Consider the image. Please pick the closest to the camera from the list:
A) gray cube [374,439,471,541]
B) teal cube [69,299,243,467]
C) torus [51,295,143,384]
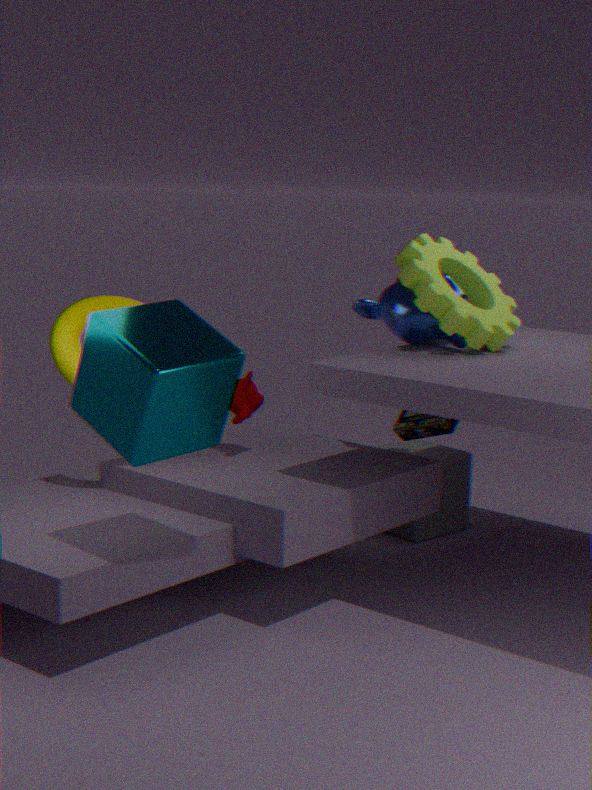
teal cube [69,299,243,467]
